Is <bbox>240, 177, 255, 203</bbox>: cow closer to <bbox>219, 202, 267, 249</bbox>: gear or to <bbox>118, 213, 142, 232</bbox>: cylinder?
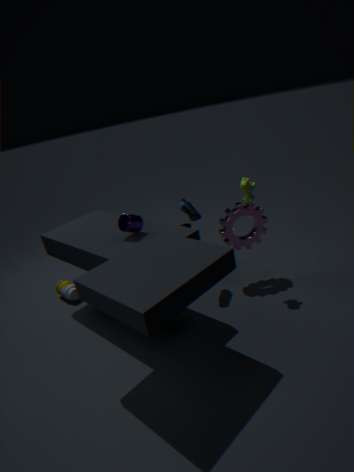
<bbox>219, 202, 267, 249</bbox>: gear
